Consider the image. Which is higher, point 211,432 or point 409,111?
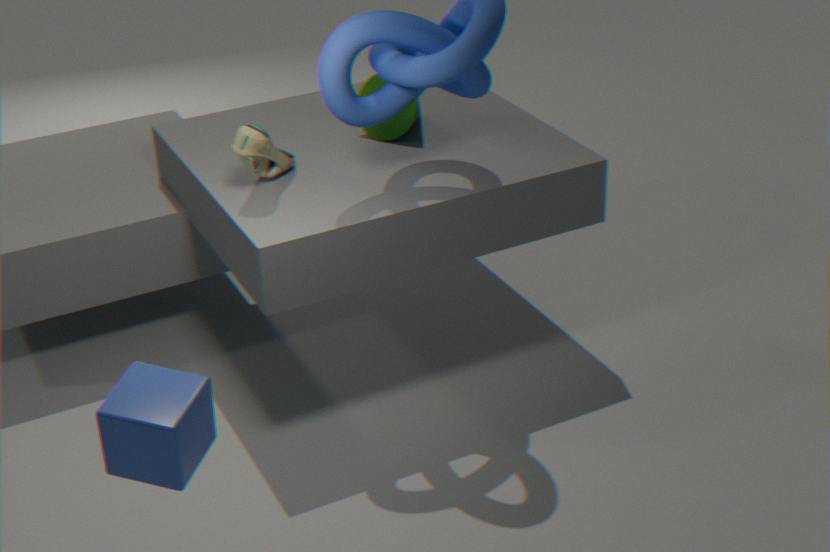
point 409,111
